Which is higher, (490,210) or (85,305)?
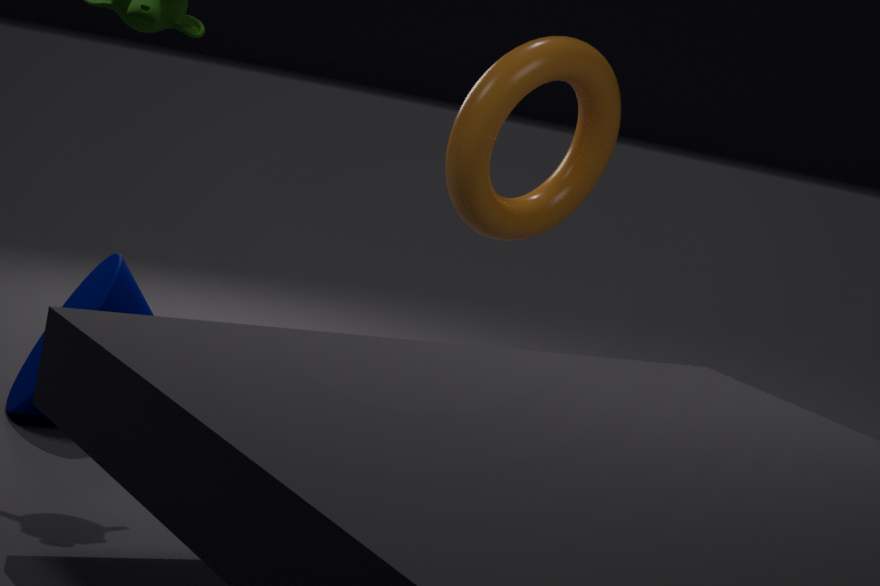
(490,210)
